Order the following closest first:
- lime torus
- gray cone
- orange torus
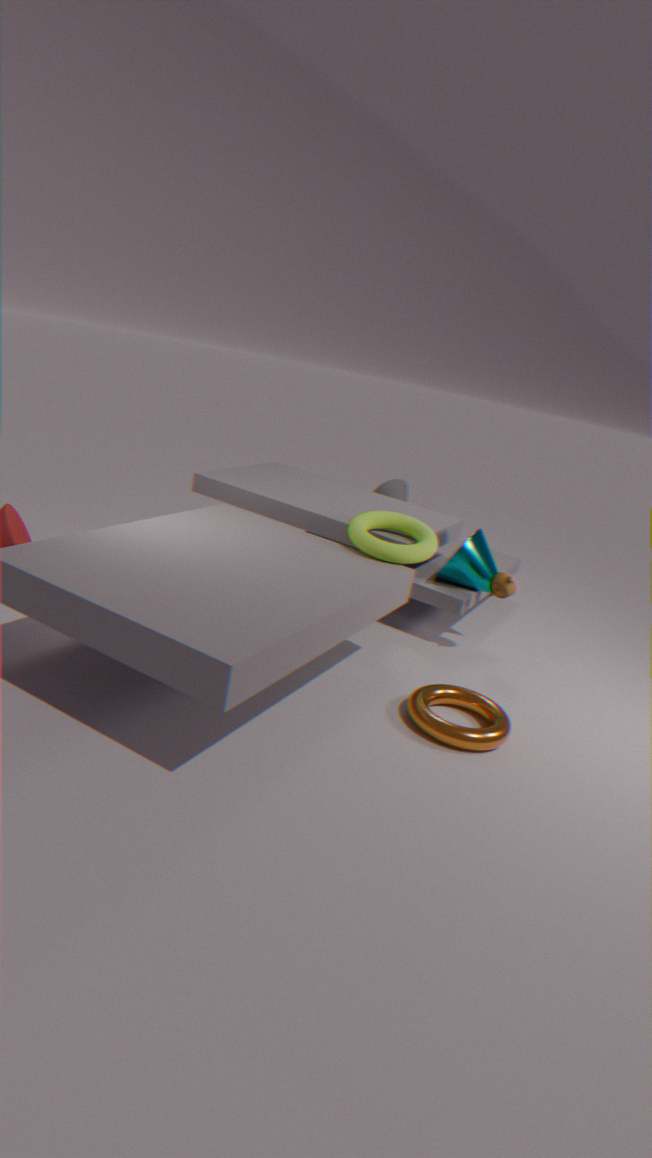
1. orange torus
2. lime torus
3. gray cone
